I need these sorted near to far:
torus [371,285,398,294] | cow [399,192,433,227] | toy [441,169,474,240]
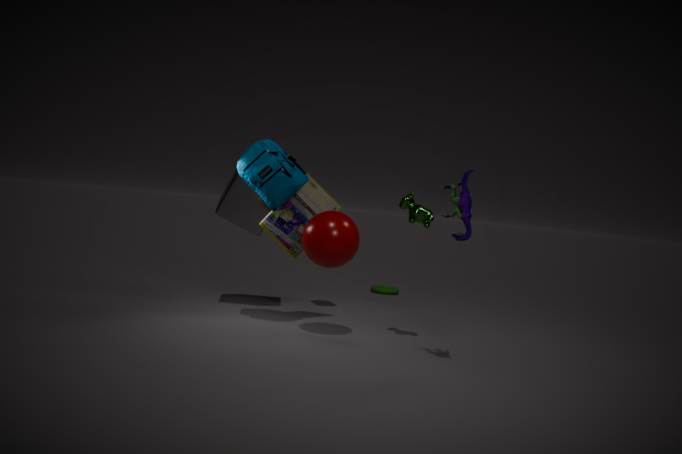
toy [441,169,474,240]
cow [399,192,433,227]
torus [371,285,398,294]
